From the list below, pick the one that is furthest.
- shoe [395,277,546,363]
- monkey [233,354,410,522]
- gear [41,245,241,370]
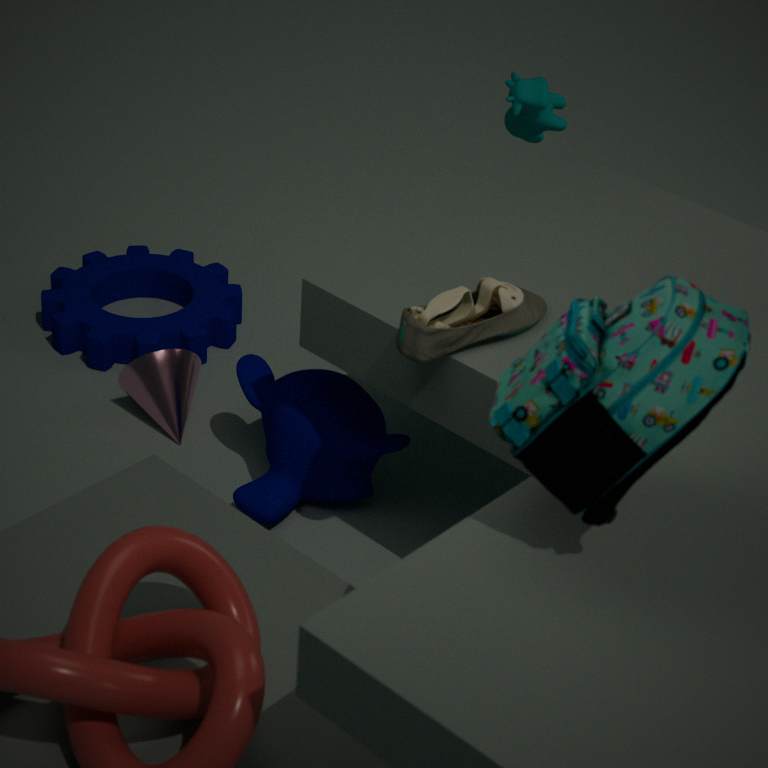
gear [41,245,241,370]
